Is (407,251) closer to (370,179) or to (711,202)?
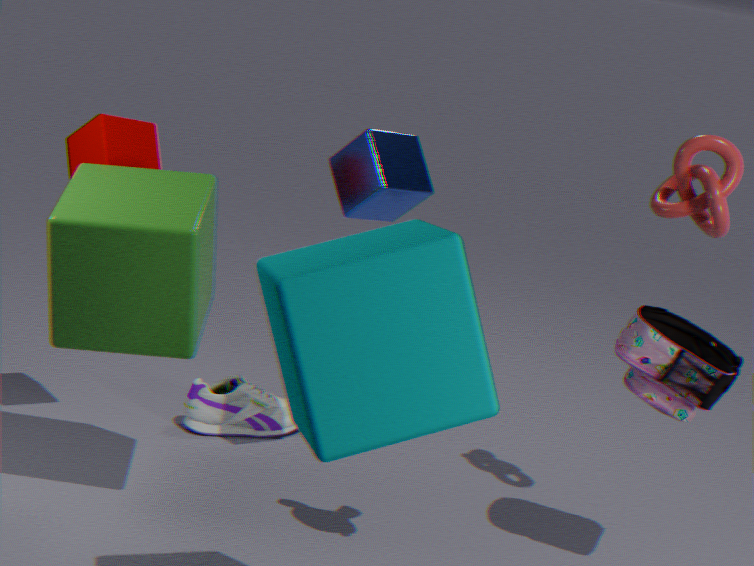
(370,179)
